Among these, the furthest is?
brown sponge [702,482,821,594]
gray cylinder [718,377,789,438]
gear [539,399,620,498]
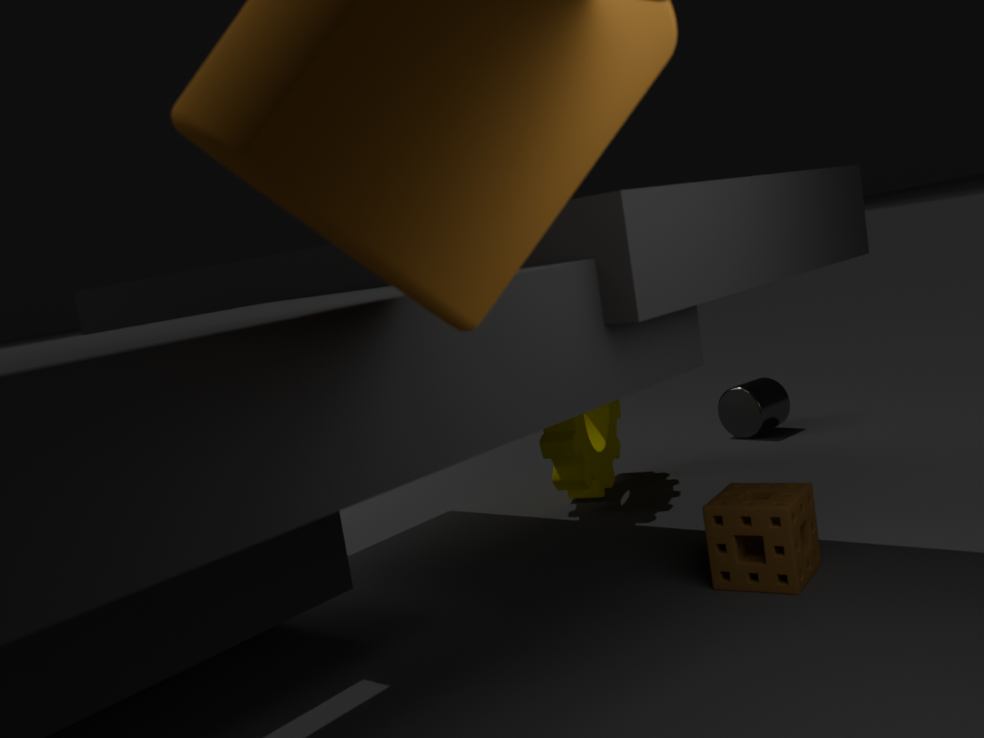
gray cylinder [718,377,789,438]
